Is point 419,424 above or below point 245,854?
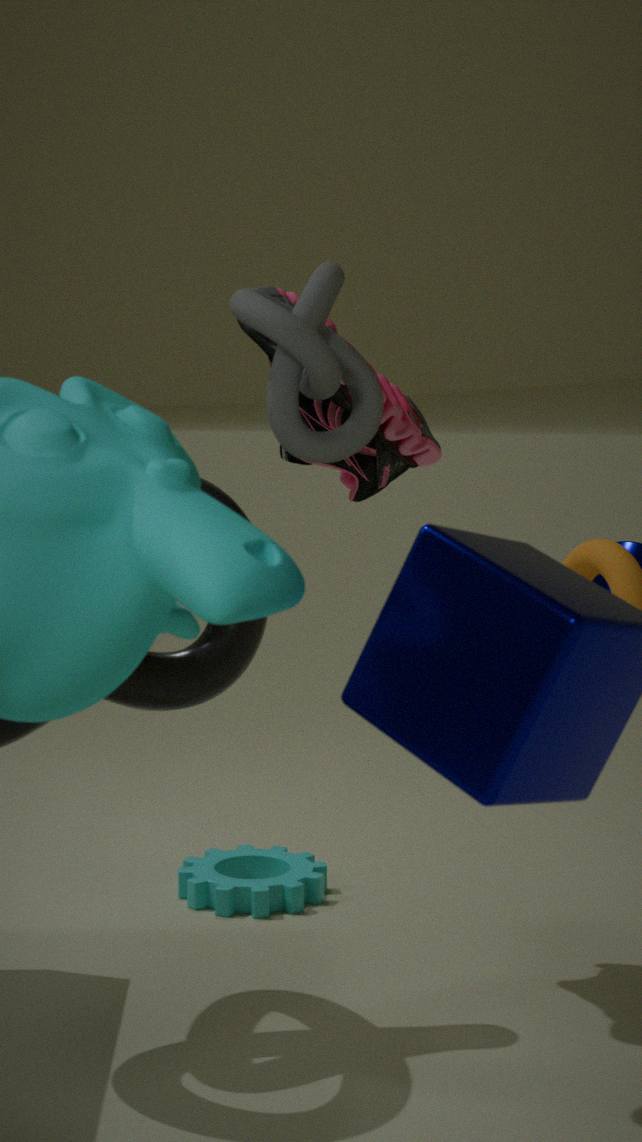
above
